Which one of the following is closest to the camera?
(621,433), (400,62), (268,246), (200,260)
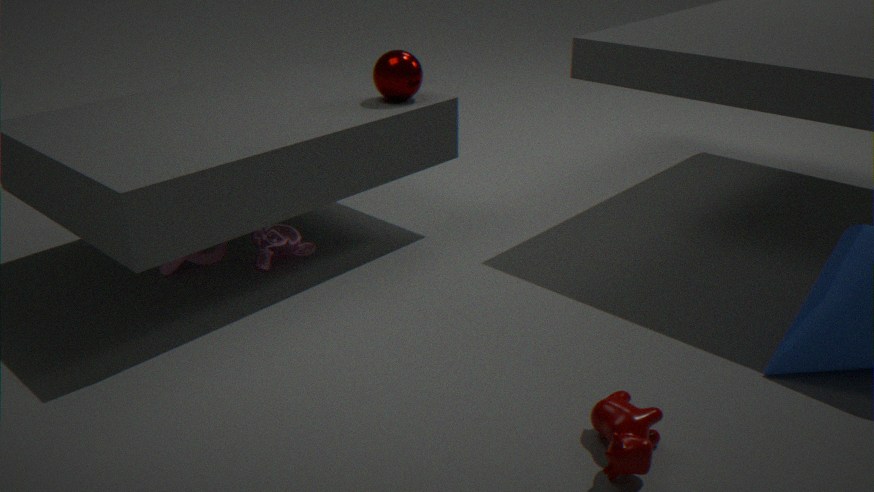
(621,433)
